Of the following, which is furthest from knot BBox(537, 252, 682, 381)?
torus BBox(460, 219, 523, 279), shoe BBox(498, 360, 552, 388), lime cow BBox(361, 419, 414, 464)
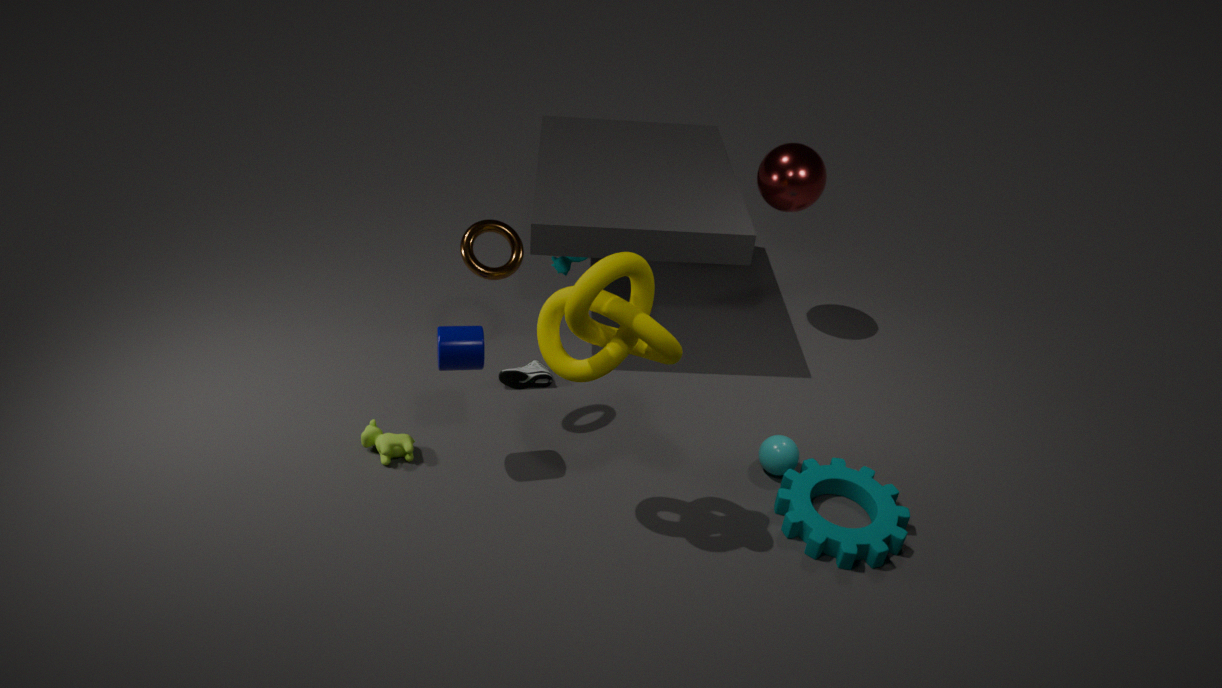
shoe BBox(498, 360, 552, 388)
